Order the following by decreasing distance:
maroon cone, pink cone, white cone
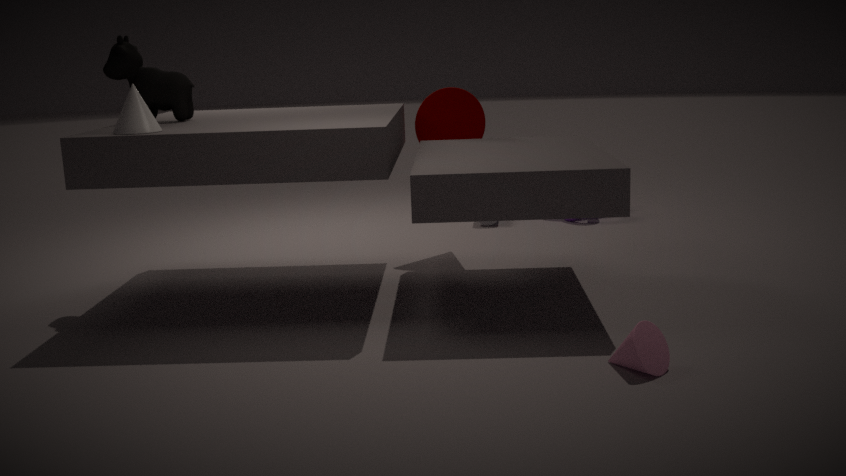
maroon cone < white cone < pink cone
